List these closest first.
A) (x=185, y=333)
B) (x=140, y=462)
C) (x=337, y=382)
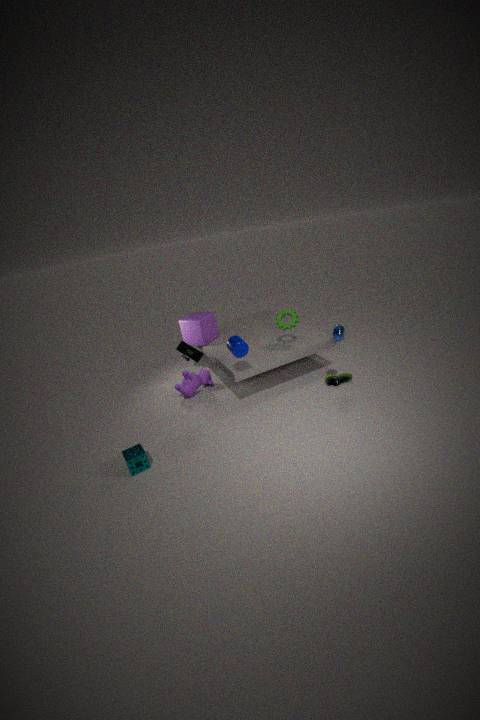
(x=140, y=462), (x=337, y=382), (x=185, y=333)
